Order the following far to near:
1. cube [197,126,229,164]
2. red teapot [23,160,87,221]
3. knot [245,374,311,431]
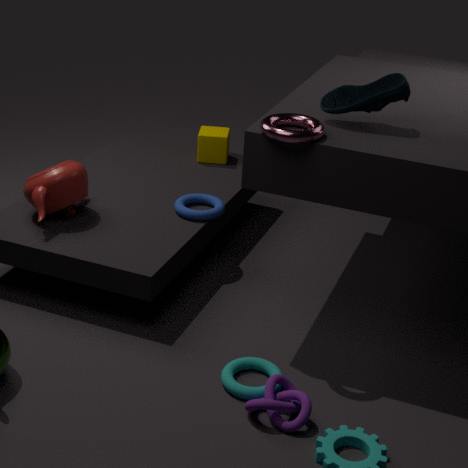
cube [197,126,229,164]
red teapot [23,160,87,221]
knot [245,374,311,431]
